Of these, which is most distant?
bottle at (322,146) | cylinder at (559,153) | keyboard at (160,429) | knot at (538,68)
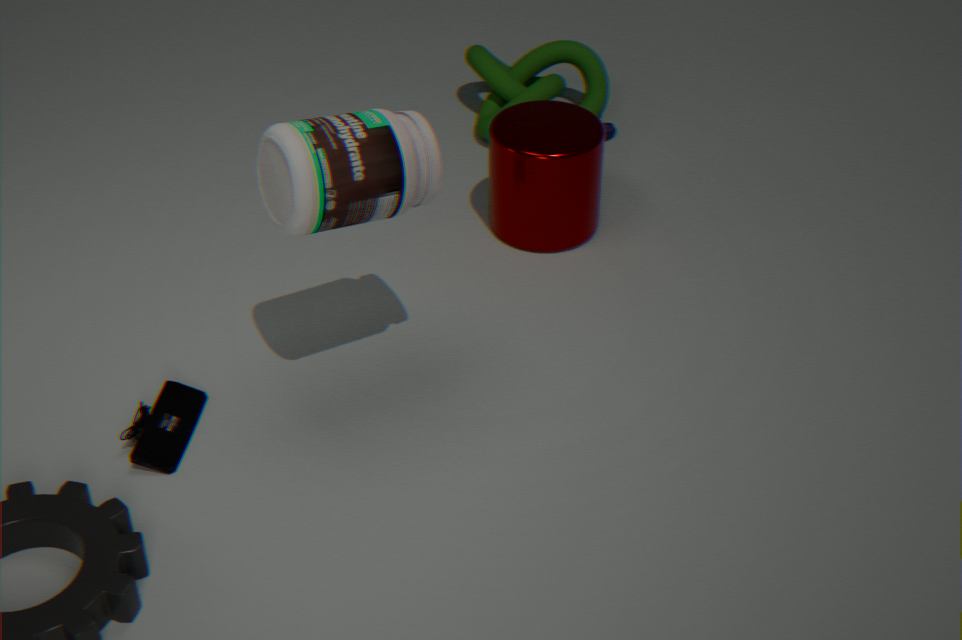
knot at (538,68)
